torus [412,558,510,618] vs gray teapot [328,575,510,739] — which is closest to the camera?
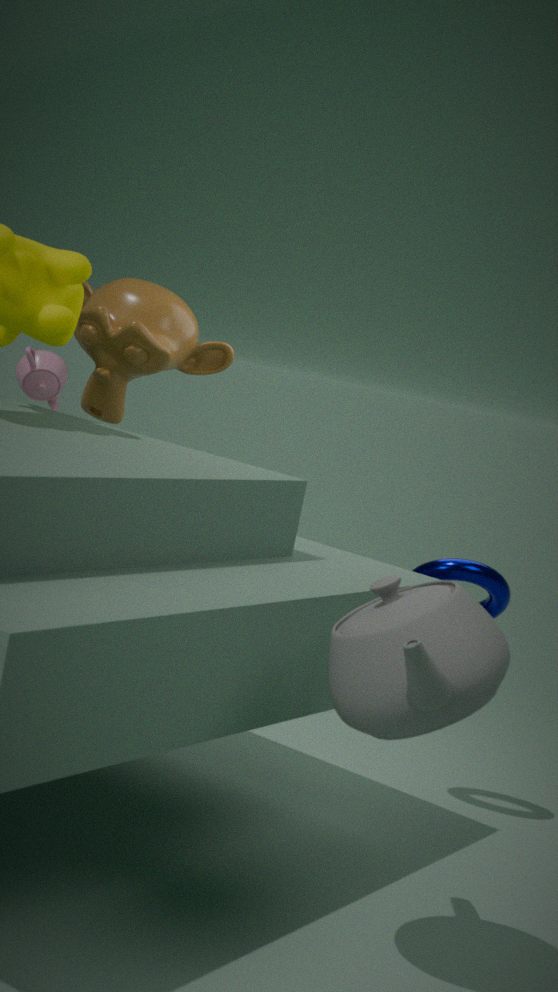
gray teapot [328,575,510,739]
